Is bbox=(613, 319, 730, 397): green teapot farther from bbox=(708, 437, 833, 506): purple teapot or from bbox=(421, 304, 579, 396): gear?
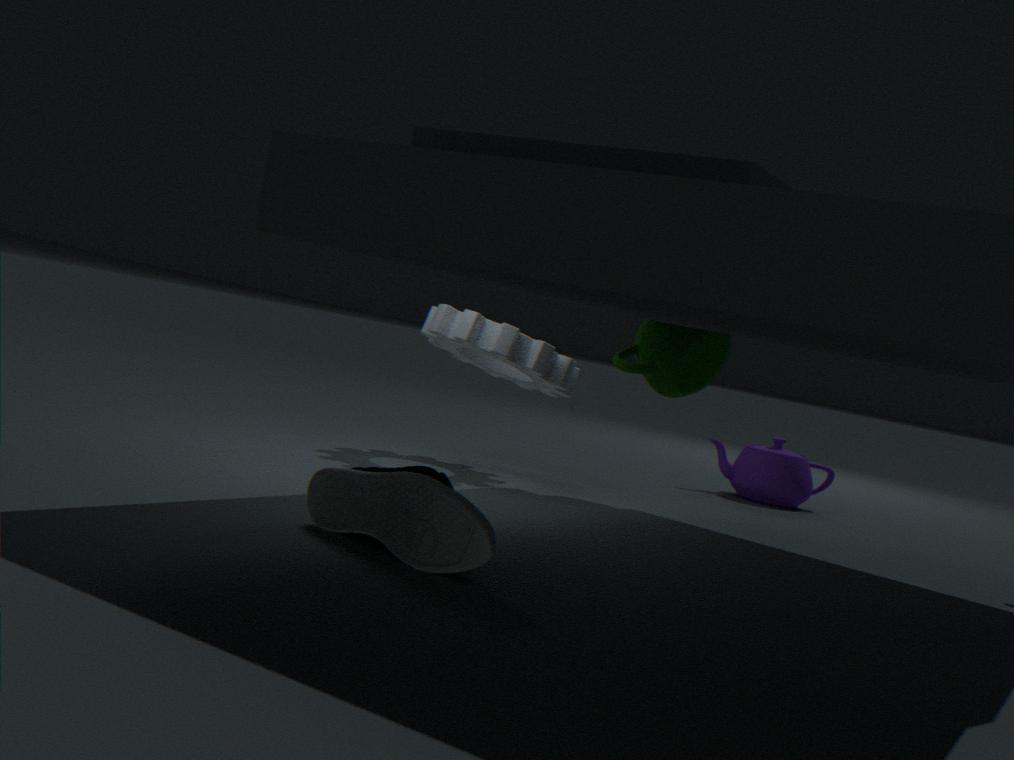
bbox=(708, 437, 833, 506): purple teapot
